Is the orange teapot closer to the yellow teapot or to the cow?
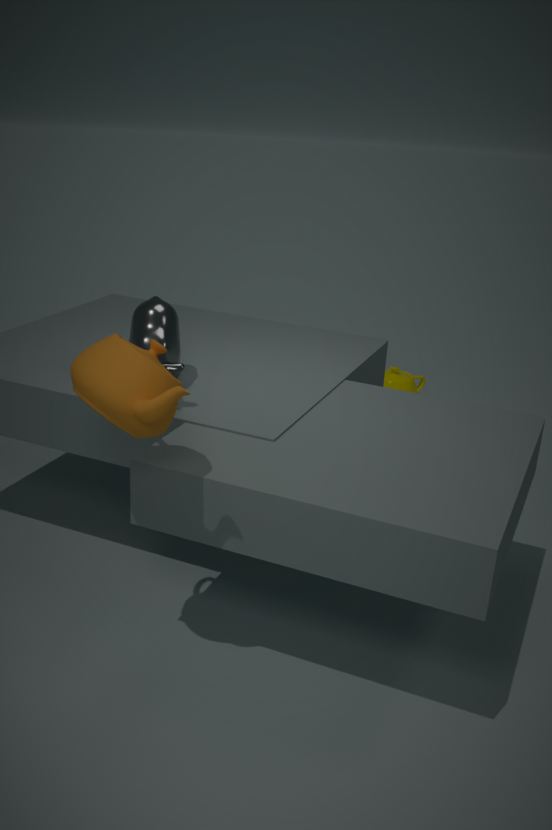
the cow
